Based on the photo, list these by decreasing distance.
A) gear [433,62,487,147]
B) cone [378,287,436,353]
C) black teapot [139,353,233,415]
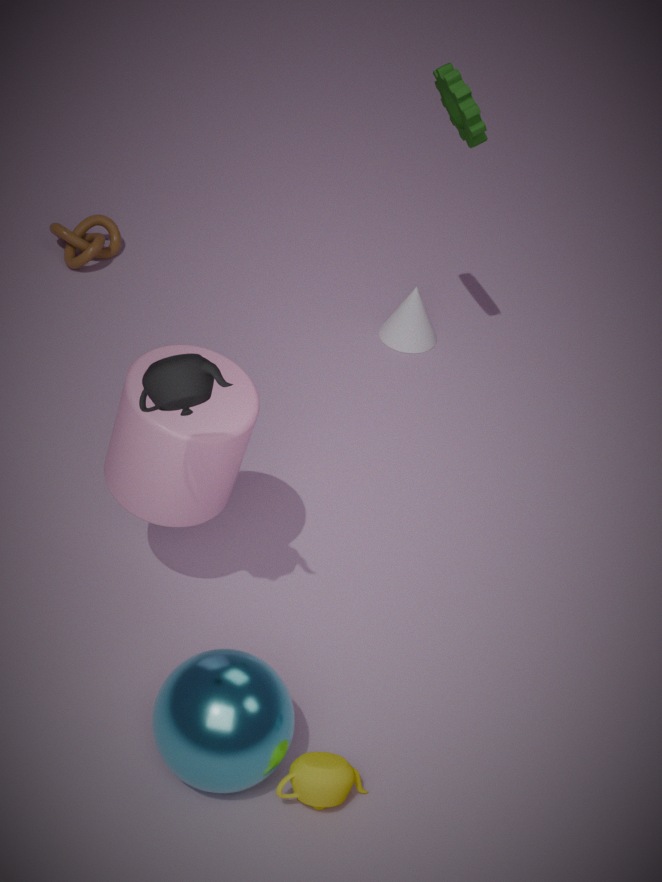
1. cone [378,287,436,353]
2. gear [433,62,487,147]
3. black teapot [139,353,233,415]
